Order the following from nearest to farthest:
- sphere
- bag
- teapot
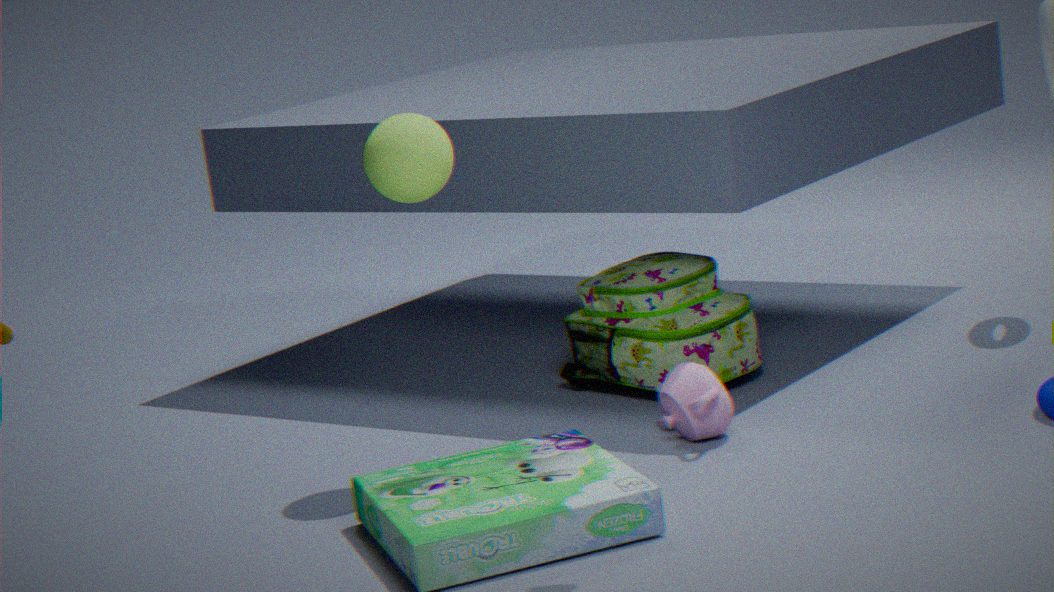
sphere
teapot
bag
